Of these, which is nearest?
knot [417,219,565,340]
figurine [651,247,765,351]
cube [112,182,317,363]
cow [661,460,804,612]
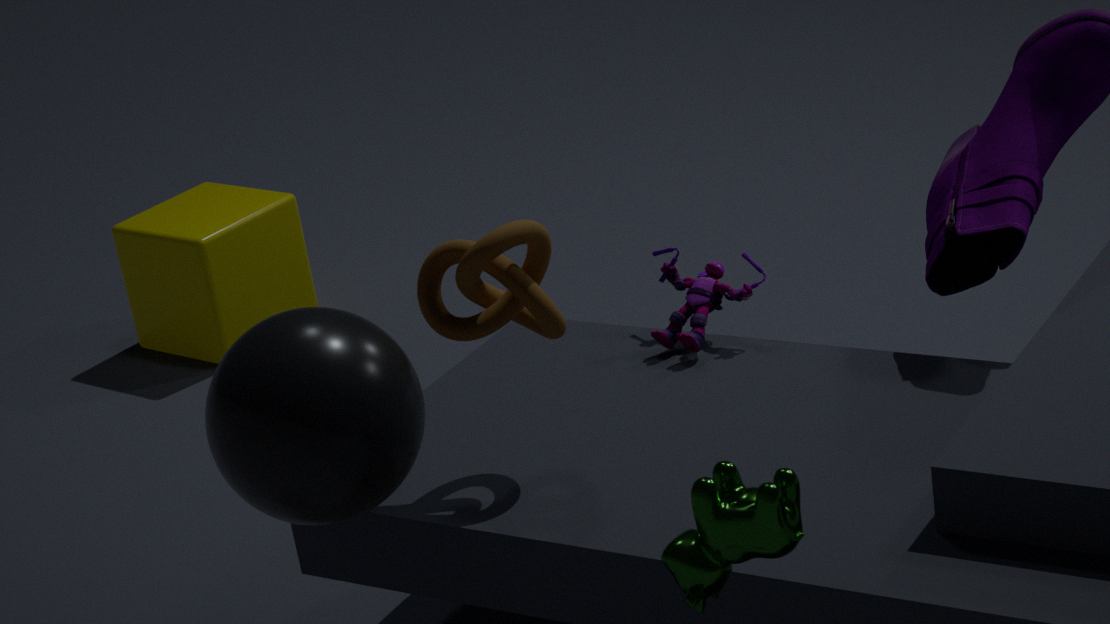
cow [661,460,804,612]
